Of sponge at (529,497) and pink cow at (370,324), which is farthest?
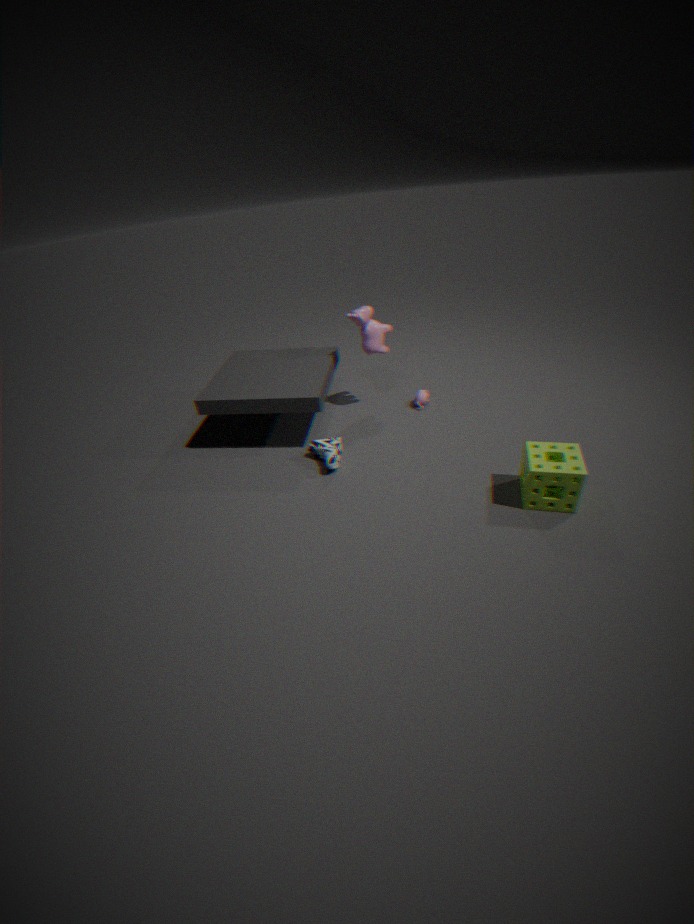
pink cow at (370,324)
